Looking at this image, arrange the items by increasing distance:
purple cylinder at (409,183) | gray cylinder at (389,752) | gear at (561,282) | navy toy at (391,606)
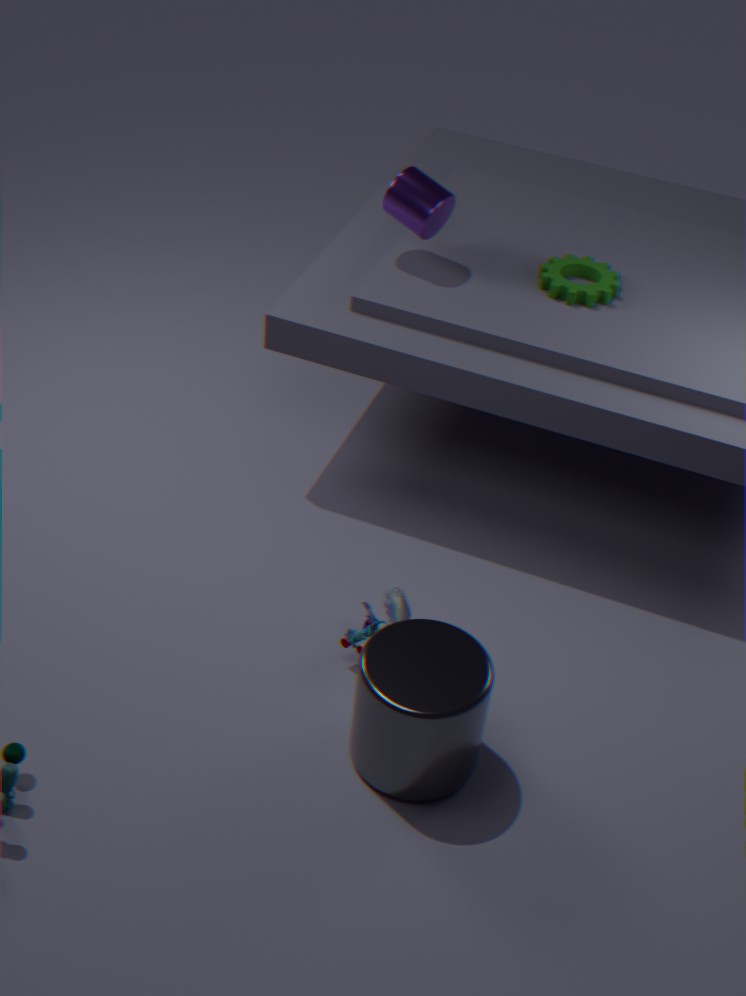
gray cylinder at (389,752)
navy toy at (391,606)
purple cylinder at (409,183)
gear at (561,282)
